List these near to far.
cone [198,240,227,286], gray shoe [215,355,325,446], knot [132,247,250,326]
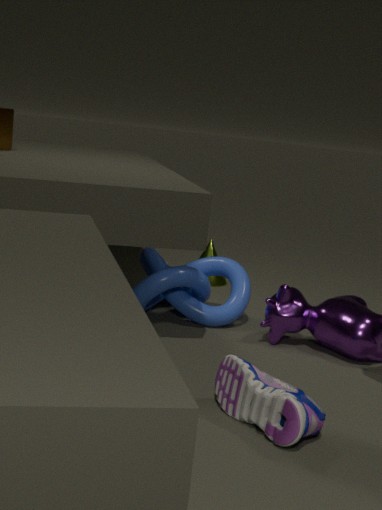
1. gray shoe [215,355,325,446]
2. knot [132,247,250,326]
3. cone [198,240,227,286]
